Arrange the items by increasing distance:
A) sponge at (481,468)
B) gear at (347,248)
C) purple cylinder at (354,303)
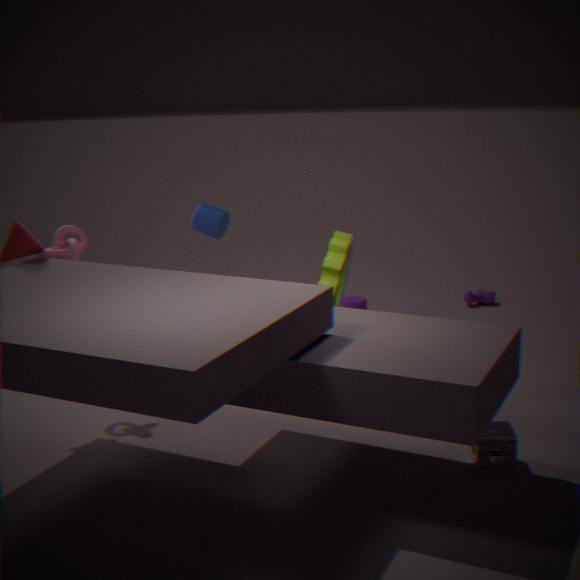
sponge at (481,468) < gear at (347,248) < purple cylinder at (354,303)
